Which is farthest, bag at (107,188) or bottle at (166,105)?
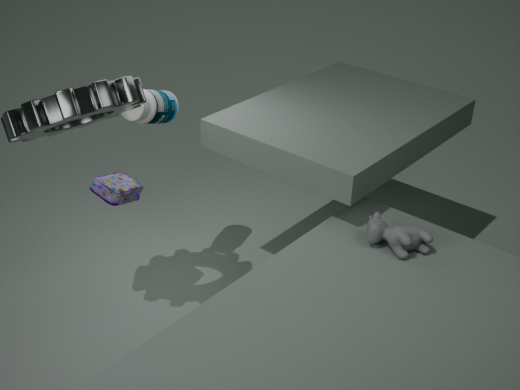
bottle at (166,105)
